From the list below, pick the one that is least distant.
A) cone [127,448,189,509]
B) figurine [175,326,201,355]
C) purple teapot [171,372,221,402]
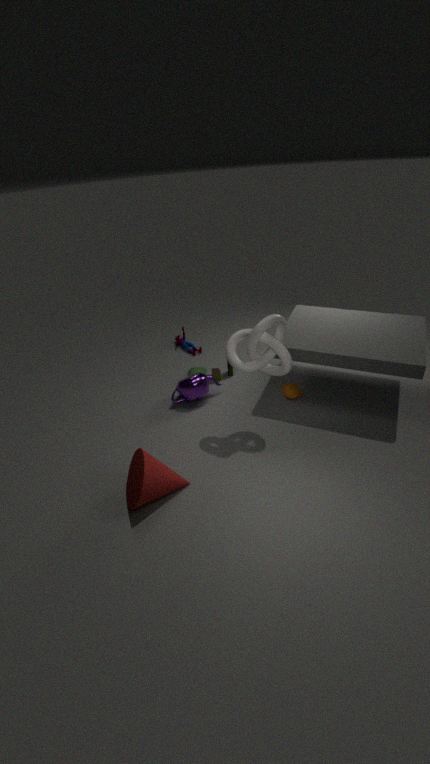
cone [127,448,189,509]
